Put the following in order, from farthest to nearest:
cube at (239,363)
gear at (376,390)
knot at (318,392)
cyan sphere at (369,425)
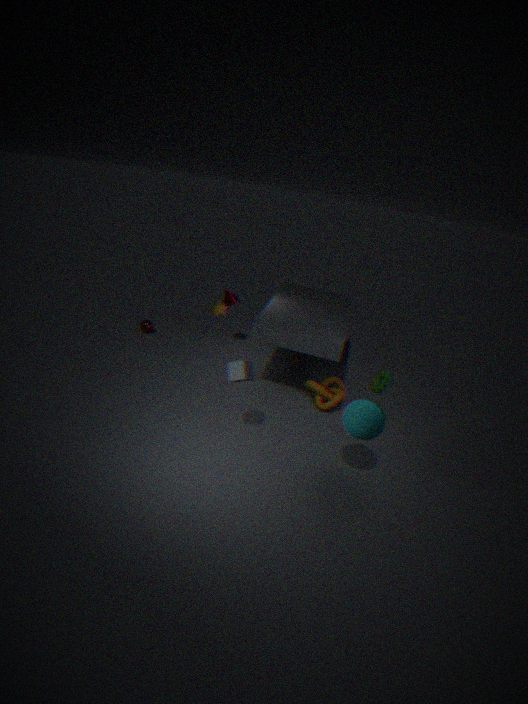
1. knot at (318,392)
2. gear at (376,390)
3. cube at (239,363)
4. cyan sphere at (369,425)
